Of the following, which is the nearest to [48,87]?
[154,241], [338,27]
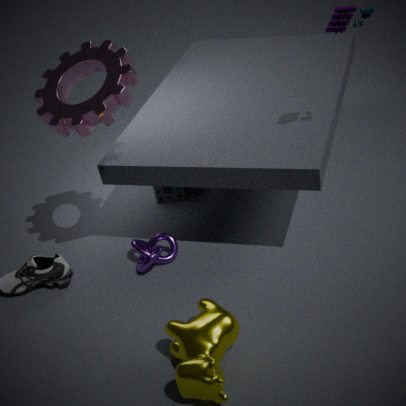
[154,241]
